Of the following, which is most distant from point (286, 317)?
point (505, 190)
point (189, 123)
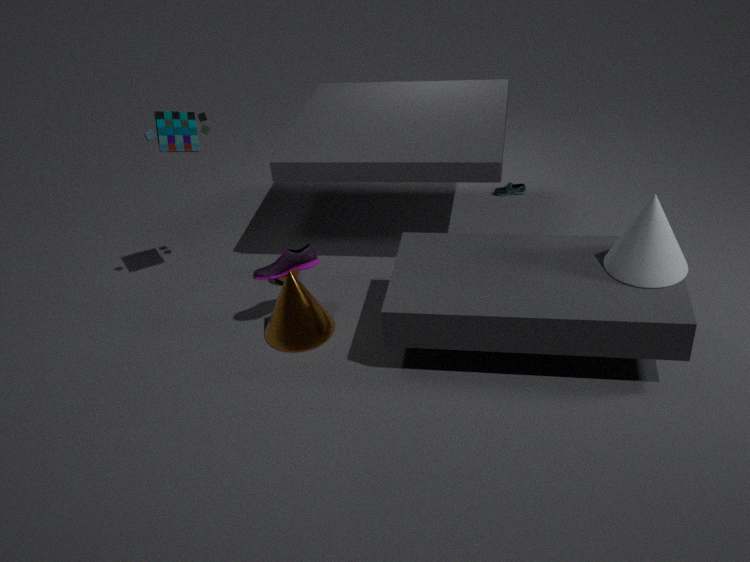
point (505, 190)
